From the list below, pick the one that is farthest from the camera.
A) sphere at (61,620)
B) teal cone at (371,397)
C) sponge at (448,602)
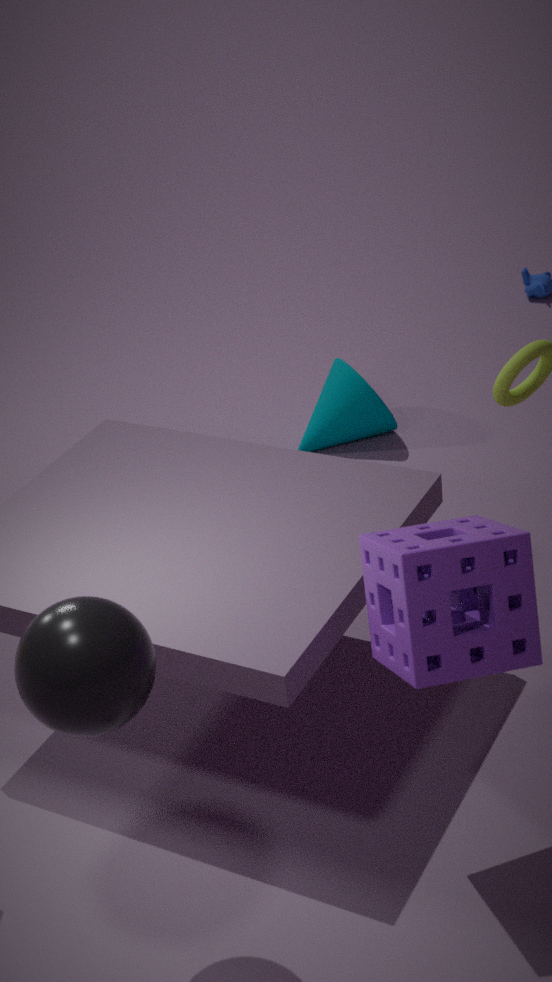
teal cone at (371,397)
